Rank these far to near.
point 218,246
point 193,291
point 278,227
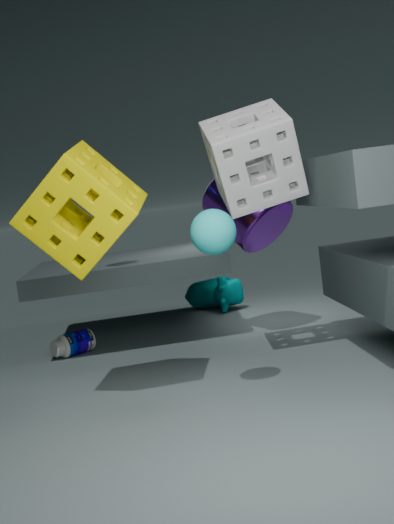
point 193,291, point 278,227, point 218,246
